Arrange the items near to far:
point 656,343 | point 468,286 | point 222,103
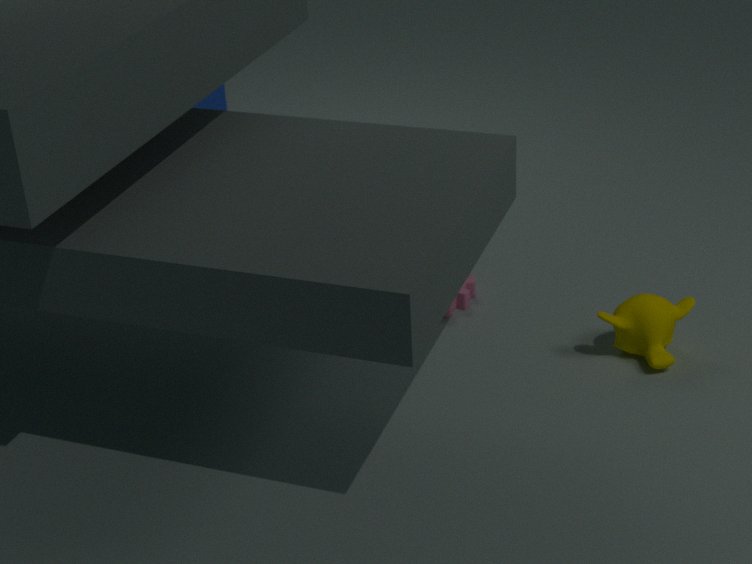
point 656,343 → point 468,286 → point 222,103
